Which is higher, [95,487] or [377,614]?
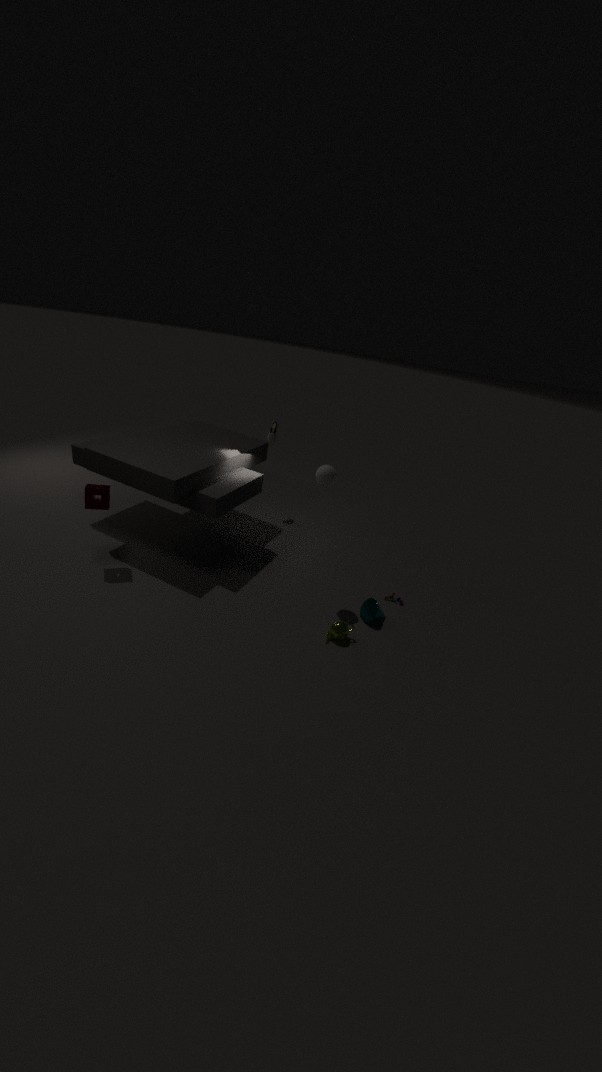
[95,487]
